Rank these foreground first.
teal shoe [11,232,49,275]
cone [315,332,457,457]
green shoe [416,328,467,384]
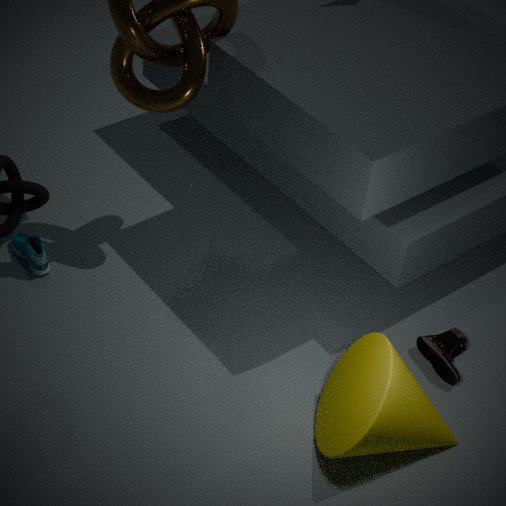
1. cone [315,332,457,457]
2. green shoe [416,328,467,384]
3. teal shoe [11,232,49,275]
